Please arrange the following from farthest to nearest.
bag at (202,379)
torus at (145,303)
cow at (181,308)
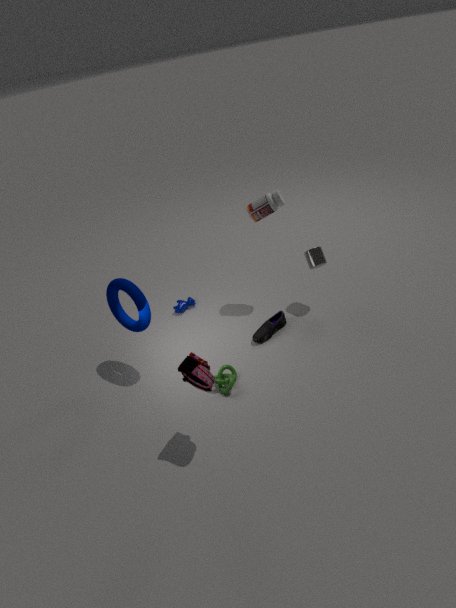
cow at (181,308) < torus at (145,303) < bag at (202,379)
